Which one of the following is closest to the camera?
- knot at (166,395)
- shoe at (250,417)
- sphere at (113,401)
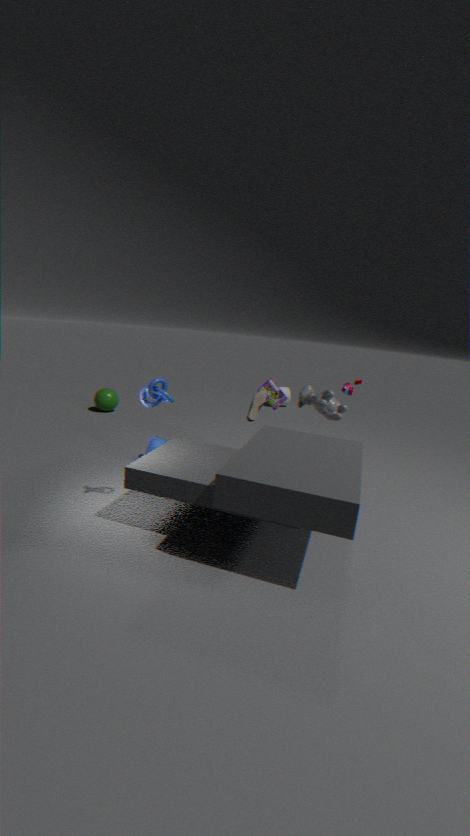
knot at (166,395)
